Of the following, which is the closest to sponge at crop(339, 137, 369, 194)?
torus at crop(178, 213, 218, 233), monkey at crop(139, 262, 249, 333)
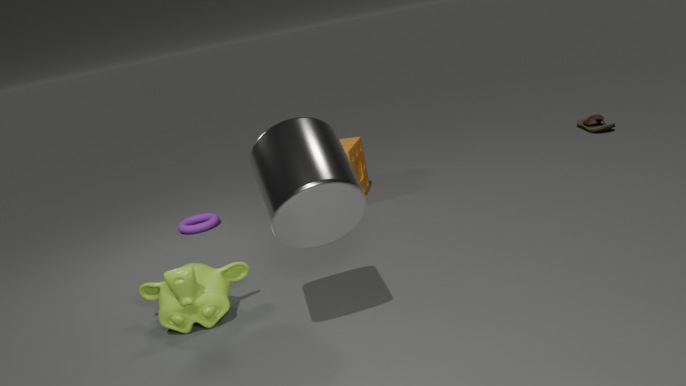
torus at crop(178, 213, 218, 233)
